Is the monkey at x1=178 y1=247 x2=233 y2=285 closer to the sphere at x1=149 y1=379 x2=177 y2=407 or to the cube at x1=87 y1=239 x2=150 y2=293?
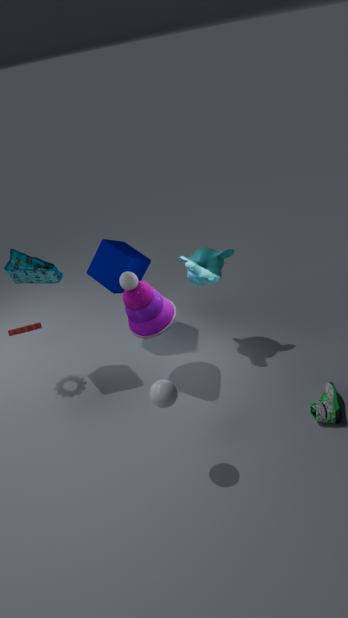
the cube at x1=87 y1=239 x2=150 y2=293
